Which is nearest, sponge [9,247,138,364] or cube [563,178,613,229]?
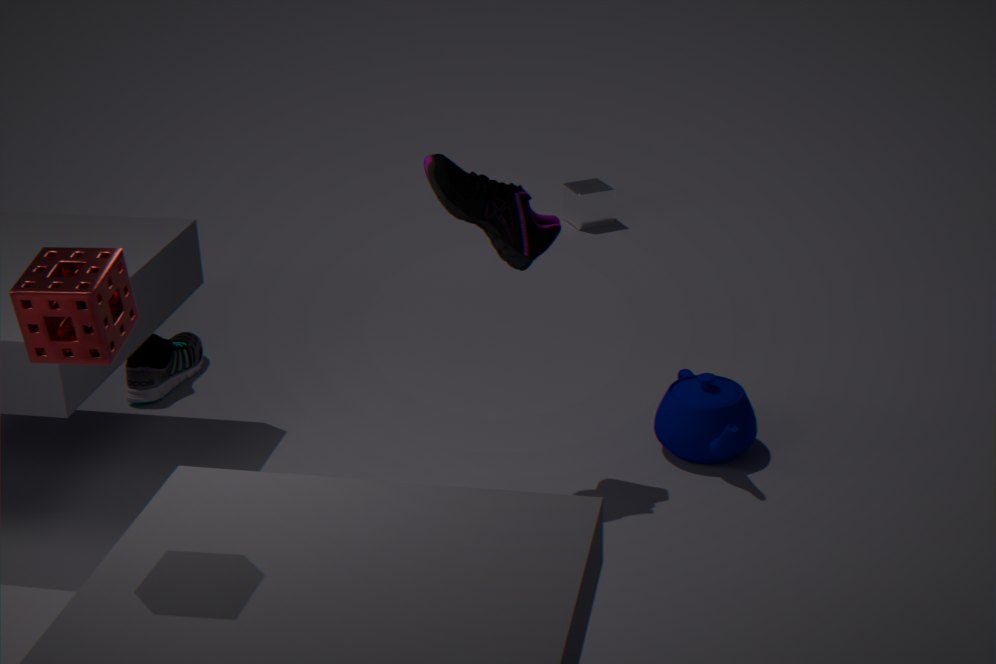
sponge [9,247,138,364]
